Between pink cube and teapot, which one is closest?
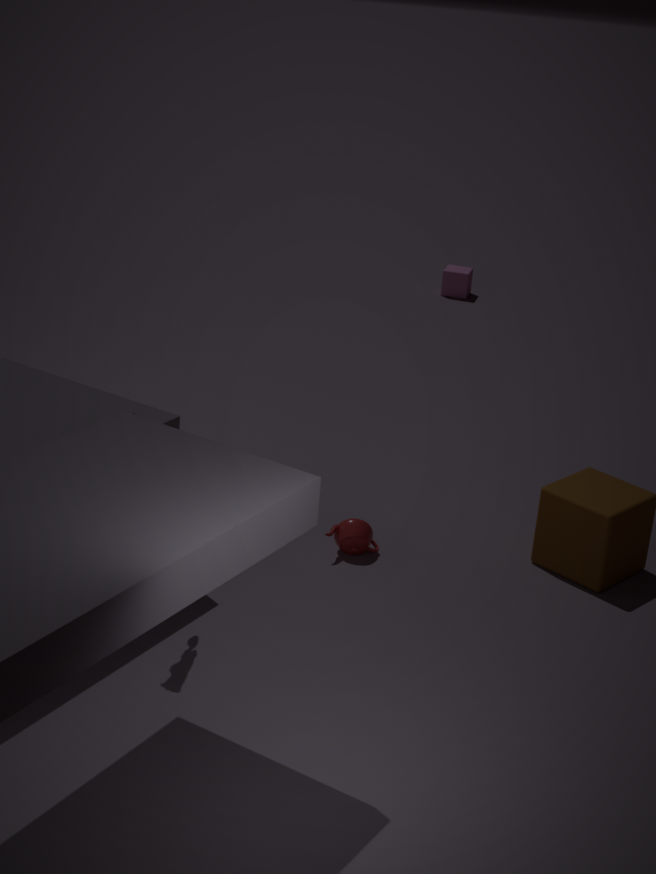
teapot
